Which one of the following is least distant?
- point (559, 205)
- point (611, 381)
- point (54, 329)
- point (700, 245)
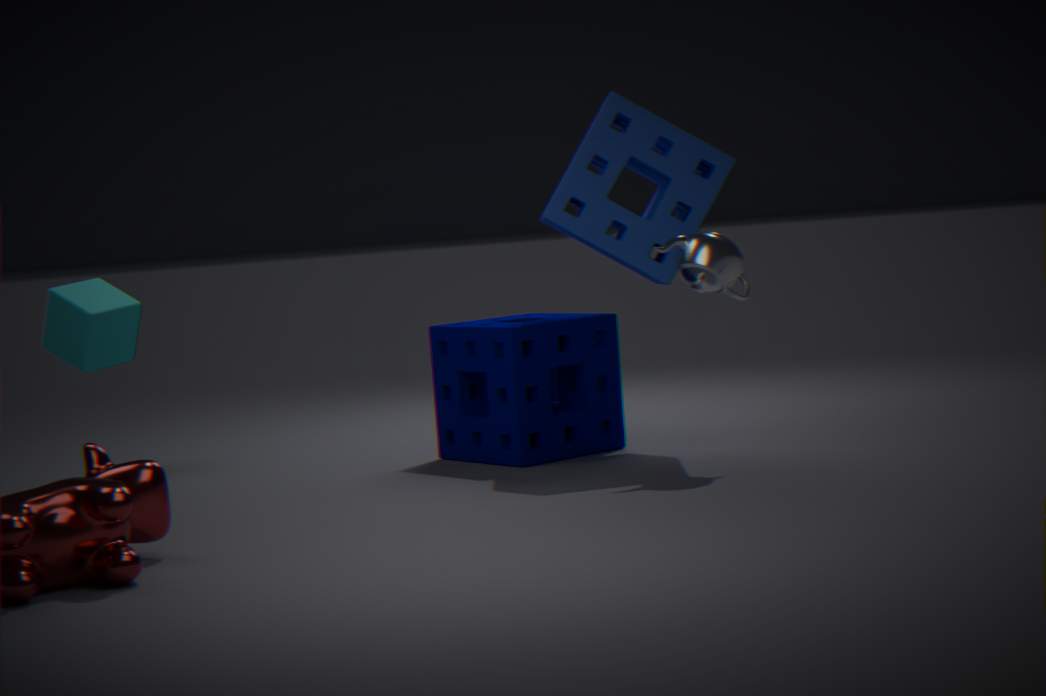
point (700, 245)
